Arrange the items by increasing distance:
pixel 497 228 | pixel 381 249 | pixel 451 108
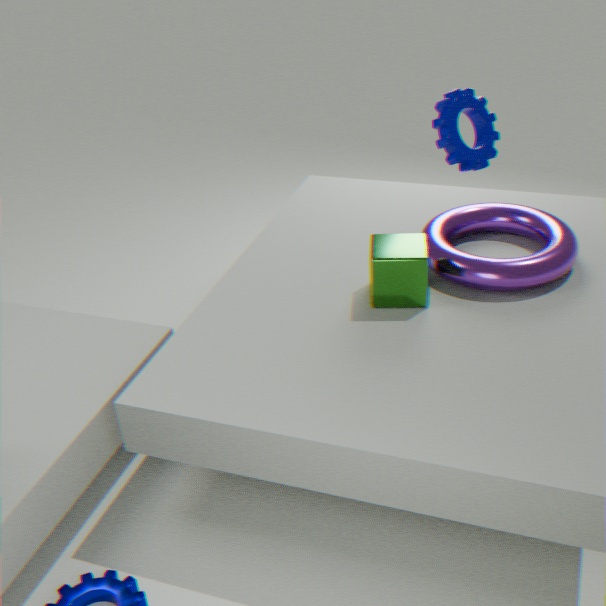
pixel 381 249 < pixel 451 108 < pixel 497 228
